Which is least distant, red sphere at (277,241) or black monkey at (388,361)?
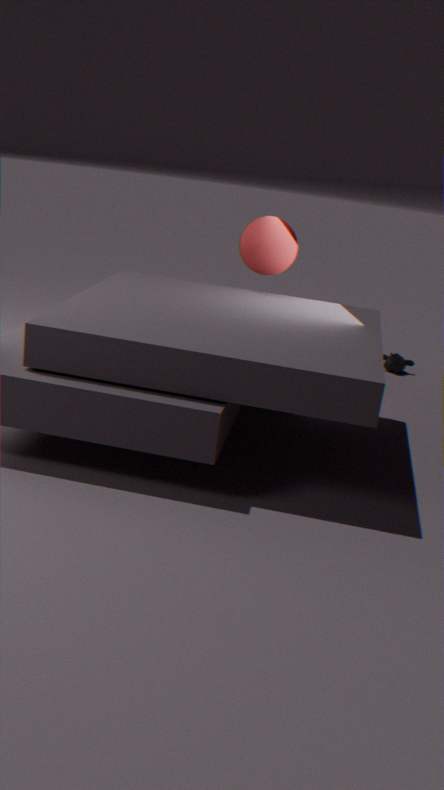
red sphere at (277,241)
